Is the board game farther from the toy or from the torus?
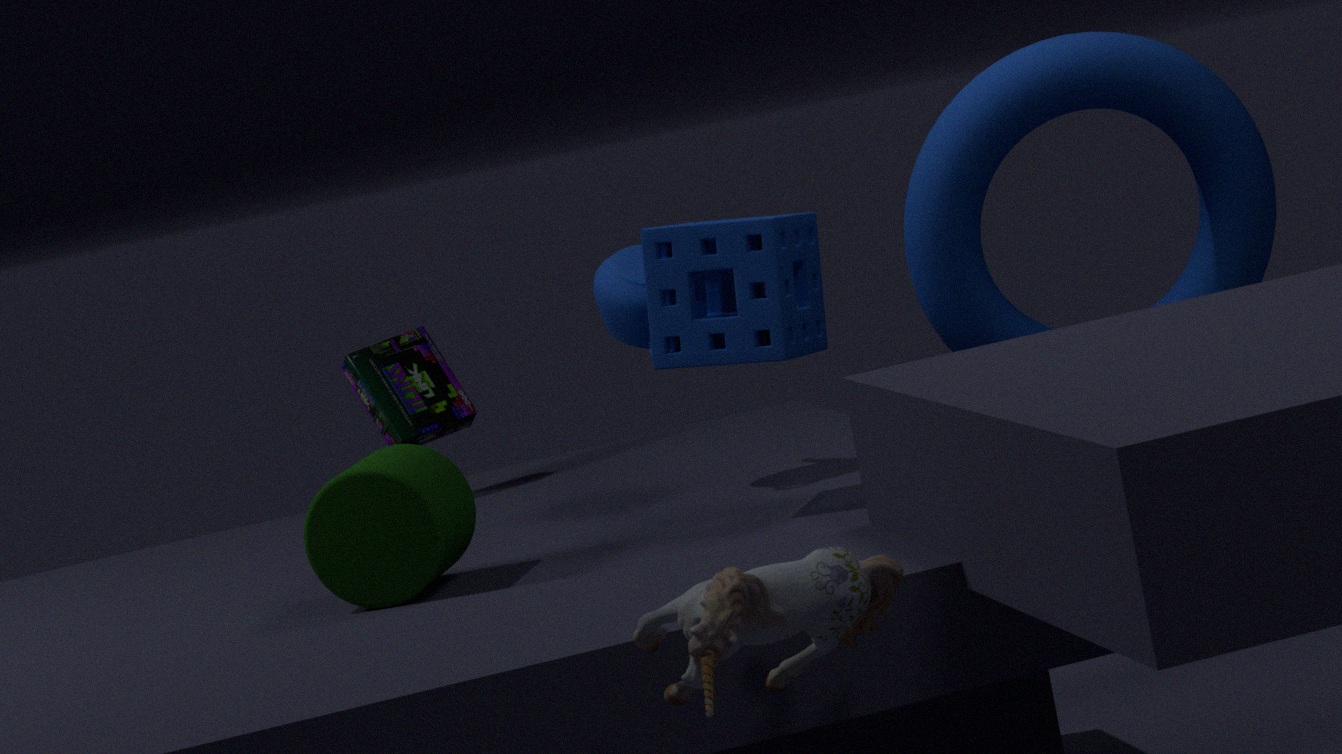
the toy
